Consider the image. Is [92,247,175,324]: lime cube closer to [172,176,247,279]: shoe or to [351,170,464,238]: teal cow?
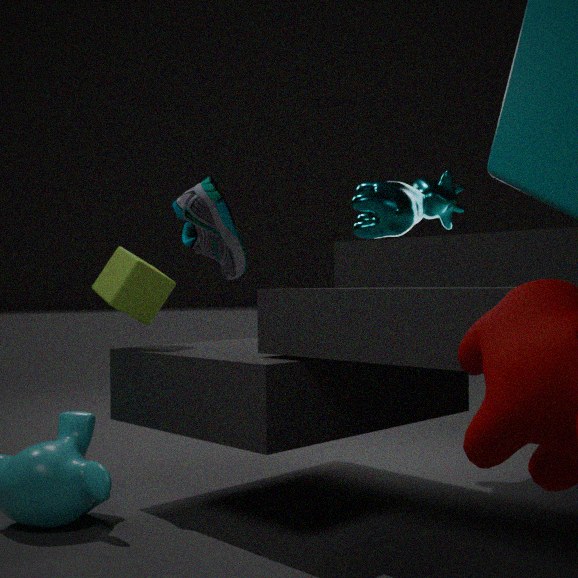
[351,170,464,238]: teal cow
